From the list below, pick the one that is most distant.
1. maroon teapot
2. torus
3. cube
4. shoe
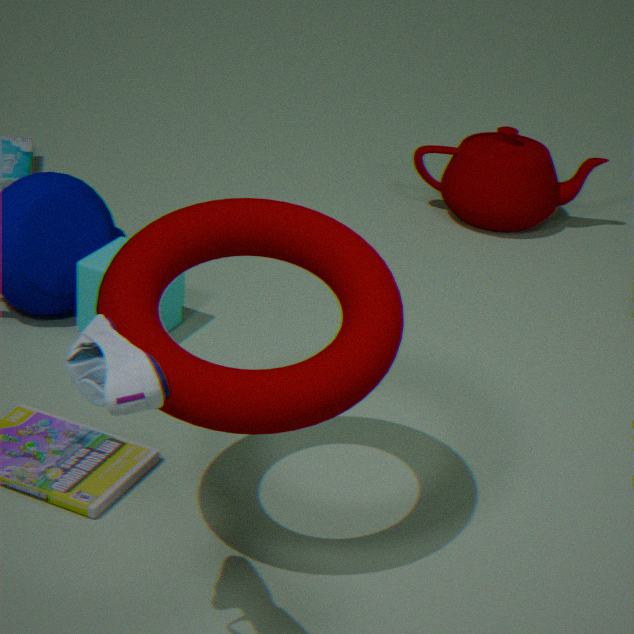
maroon teapot
